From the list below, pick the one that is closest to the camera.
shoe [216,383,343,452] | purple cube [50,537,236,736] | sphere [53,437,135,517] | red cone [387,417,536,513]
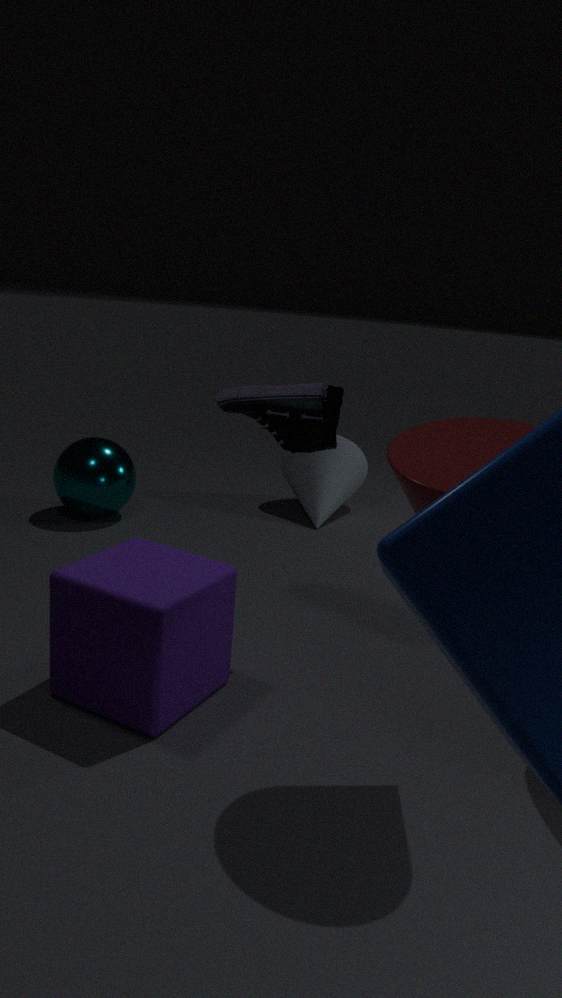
red cone [387,417,536,513]
